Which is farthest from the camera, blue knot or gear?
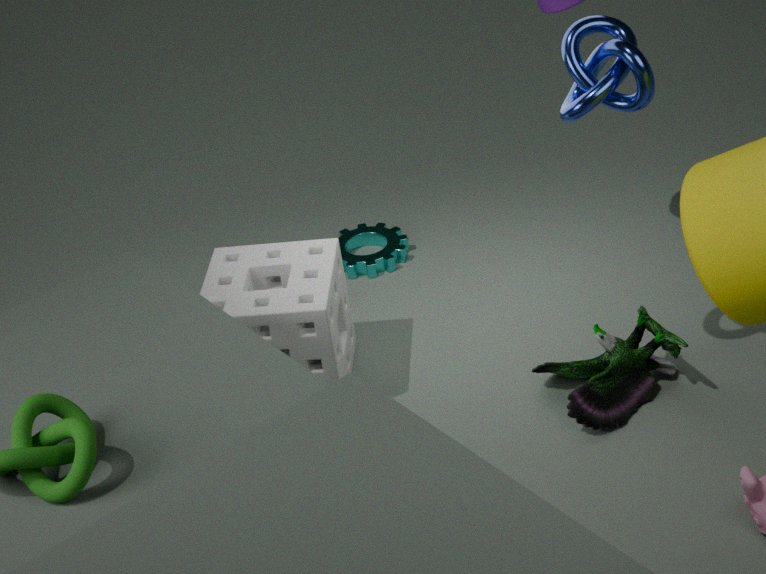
gear
